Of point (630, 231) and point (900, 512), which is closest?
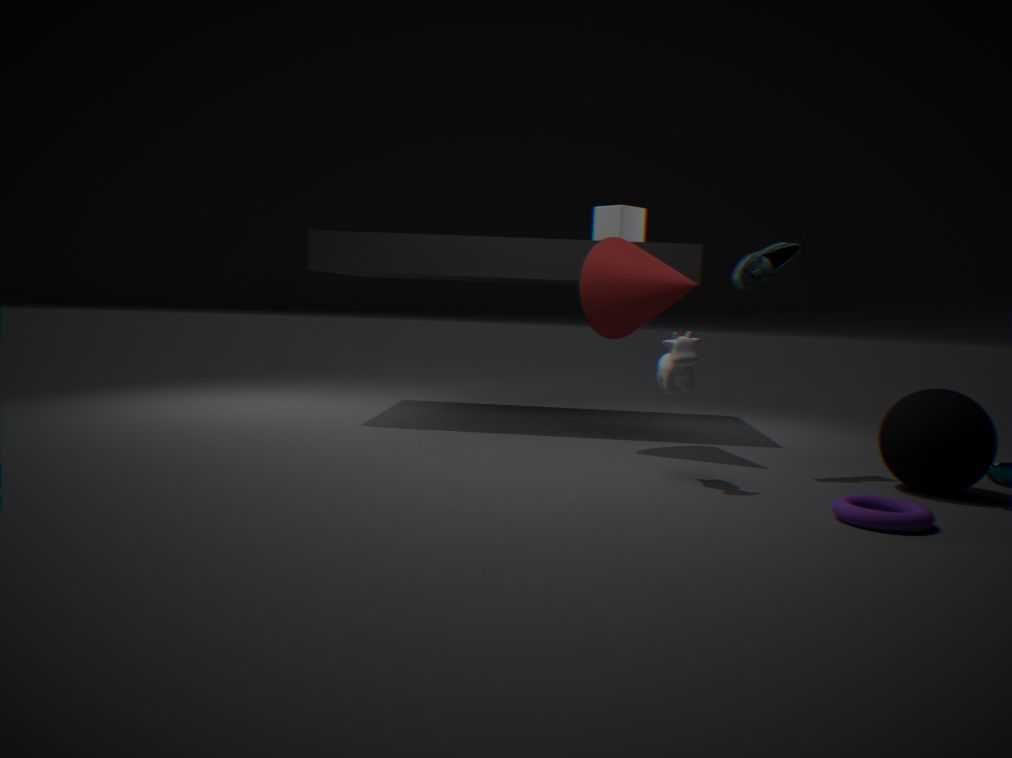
point (900, 512)
